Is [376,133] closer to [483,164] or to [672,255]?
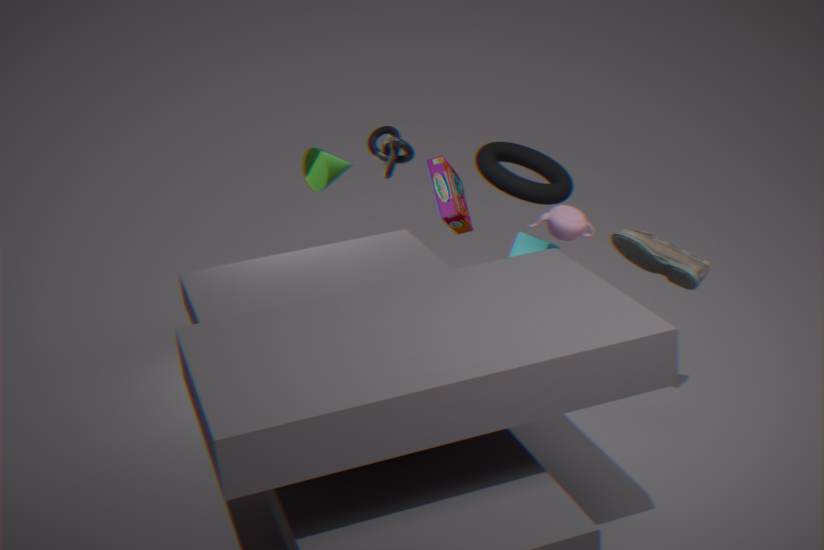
[483,164]
